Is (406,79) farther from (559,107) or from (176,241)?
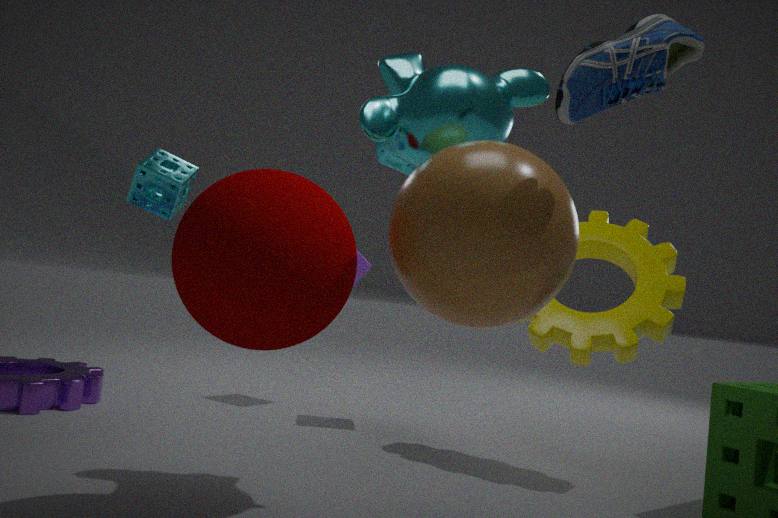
(176,241)
